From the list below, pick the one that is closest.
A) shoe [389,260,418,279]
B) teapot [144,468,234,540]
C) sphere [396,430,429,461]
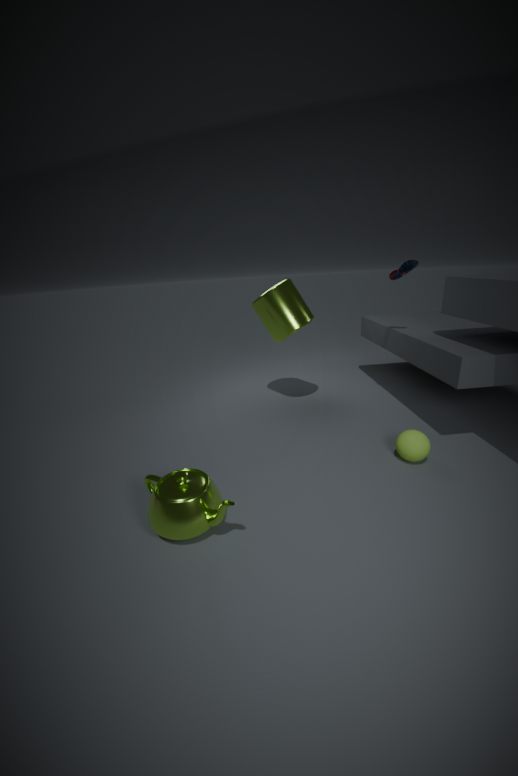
teapot [144,468,234,540]
